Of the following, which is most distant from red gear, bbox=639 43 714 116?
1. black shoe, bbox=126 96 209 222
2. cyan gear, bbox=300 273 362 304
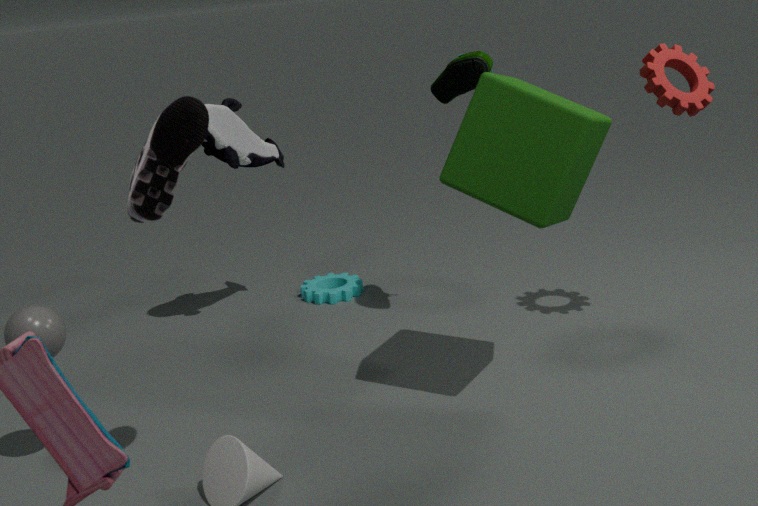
black shoe, bbox=126 96 209 222
